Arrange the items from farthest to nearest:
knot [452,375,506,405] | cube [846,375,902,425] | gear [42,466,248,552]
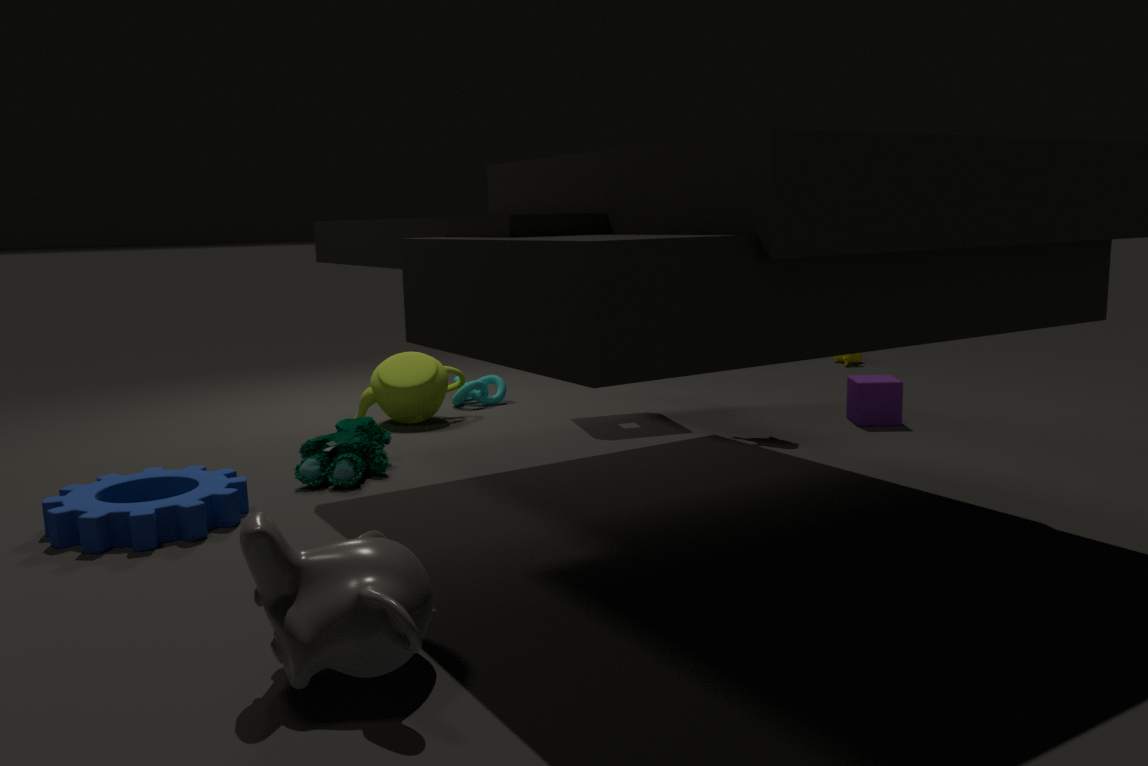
knot [452,375,506,405]
cube [846,375,902,425]
gear [42,466,248,552]
